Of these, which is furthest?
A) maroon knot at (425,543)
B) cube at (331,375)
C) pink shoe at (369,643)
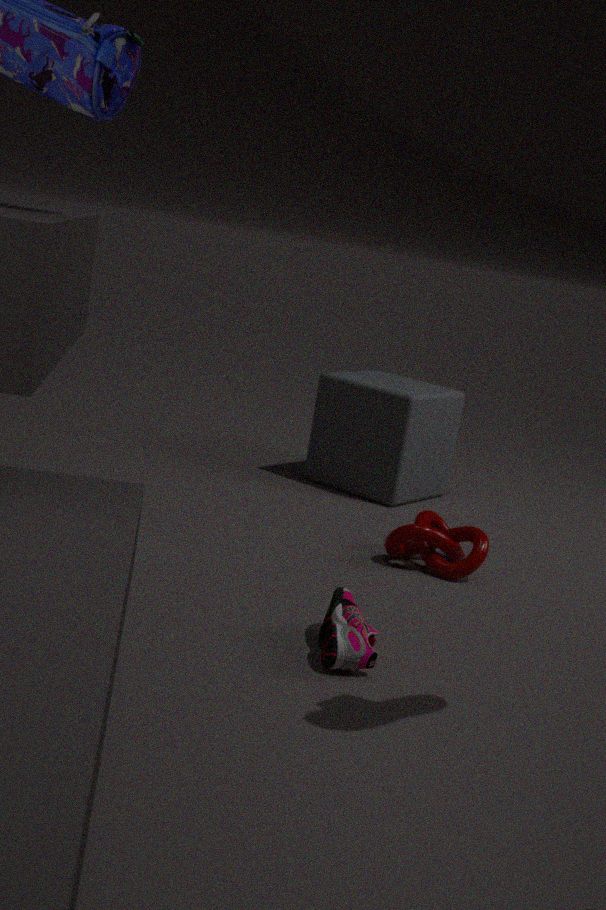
B. cube at (331,375)
